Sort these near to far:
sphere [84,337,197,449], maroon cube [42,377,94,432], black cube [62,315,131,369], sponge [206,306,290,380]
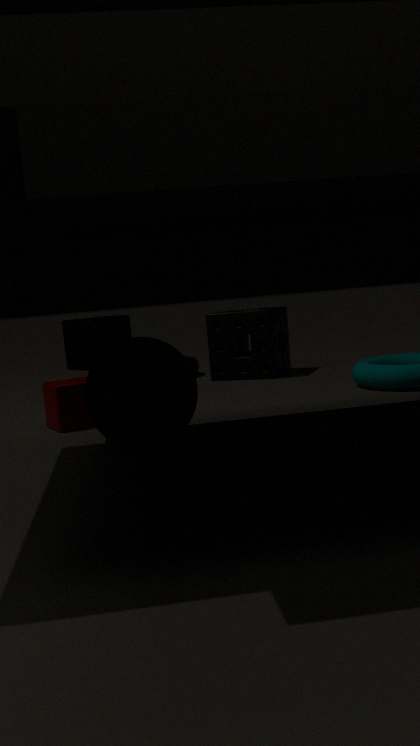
sphere [84,337,197,449] < maroon cube [42,377,94,432] < sponge [206,306,290,380] < black cube [62,315,131,369]
